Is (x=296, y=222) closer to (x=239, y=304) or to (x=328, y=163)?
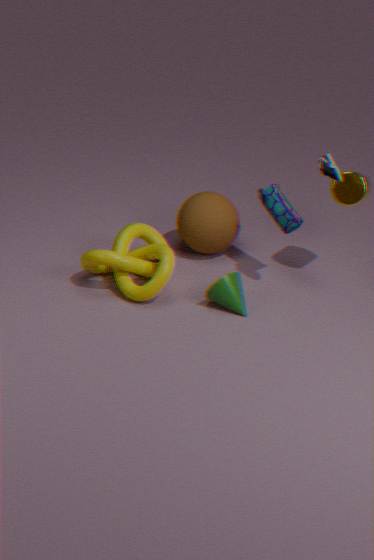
(x=328, y=163)
